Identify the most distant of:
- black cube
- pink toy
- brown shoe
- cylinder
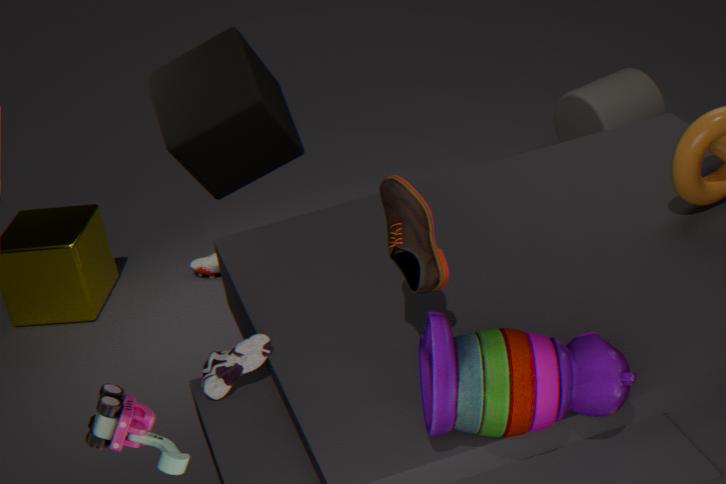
cylinder
